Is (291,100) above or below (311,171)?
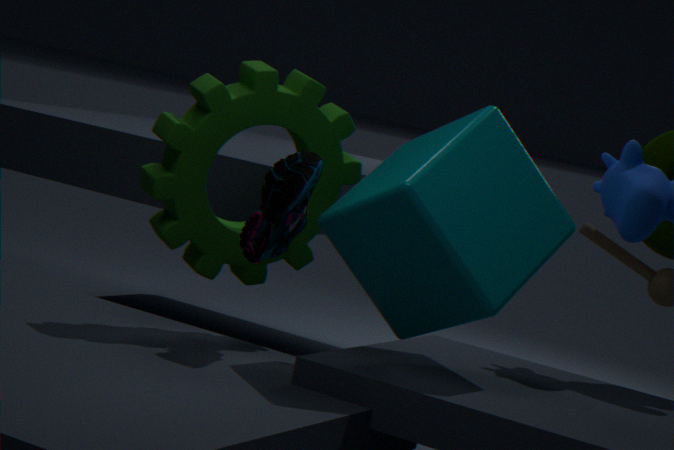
above
